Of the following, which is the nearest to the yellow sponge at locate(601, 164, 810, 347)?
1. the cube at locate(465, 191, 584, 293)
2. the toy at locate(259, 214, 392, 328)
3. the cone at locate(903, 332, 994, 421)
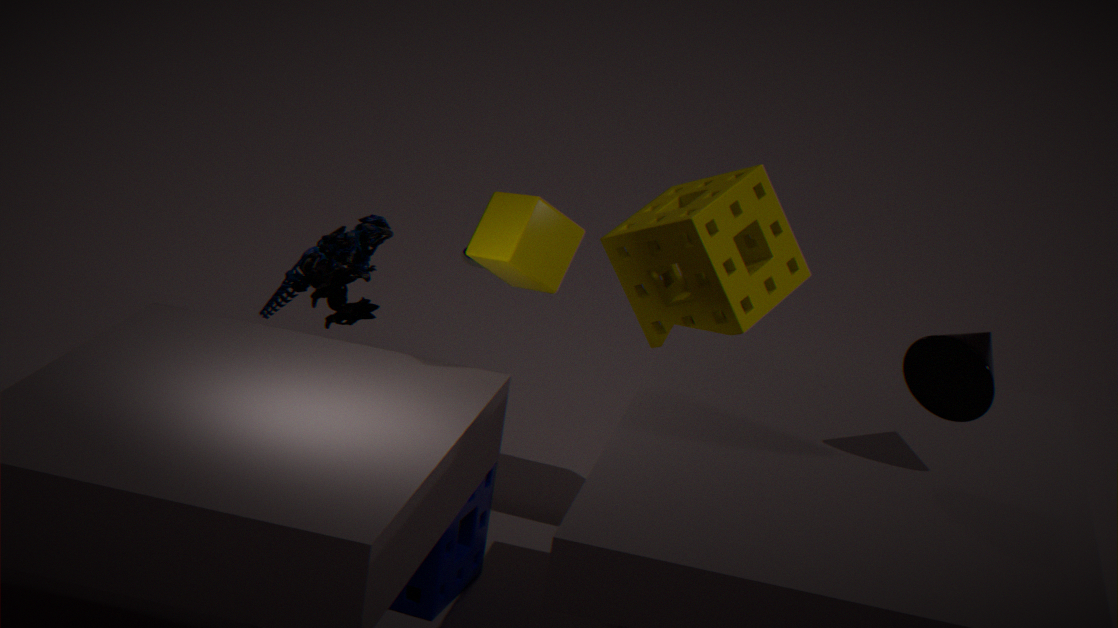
the cube at locate(465, 191, 584, 293)
